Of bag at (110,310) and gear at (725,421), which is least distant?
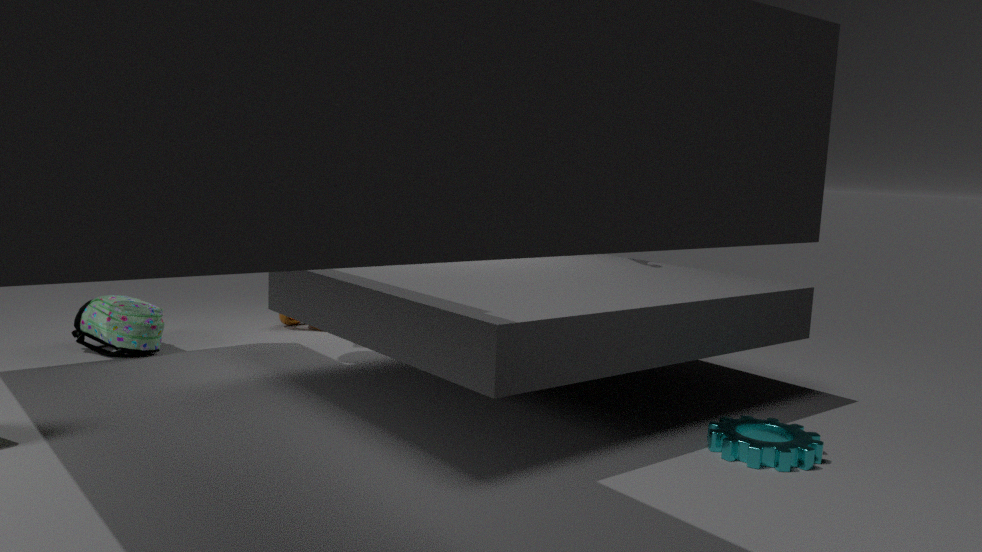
gear at (725,421)
